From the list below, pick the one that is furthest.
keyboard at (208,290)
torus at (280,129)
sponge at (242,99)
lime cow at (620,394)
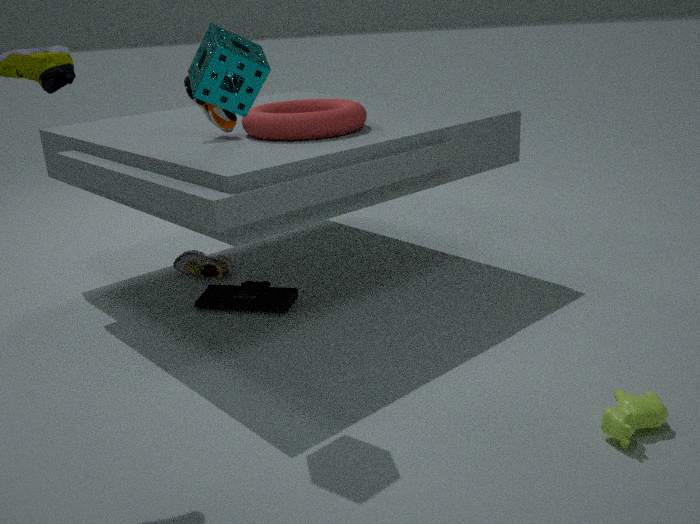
keyboard at (208,290)
